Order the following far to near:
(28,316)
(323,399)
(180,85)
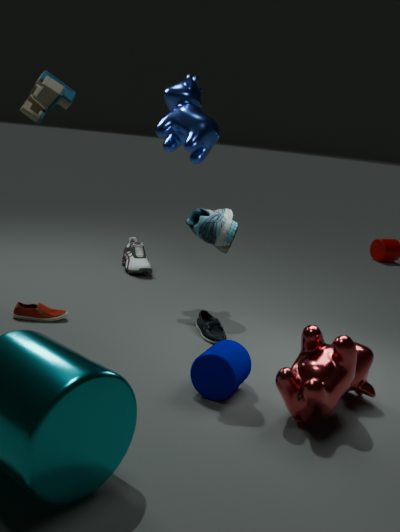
(180,85) → (28,316) → (323,399)
